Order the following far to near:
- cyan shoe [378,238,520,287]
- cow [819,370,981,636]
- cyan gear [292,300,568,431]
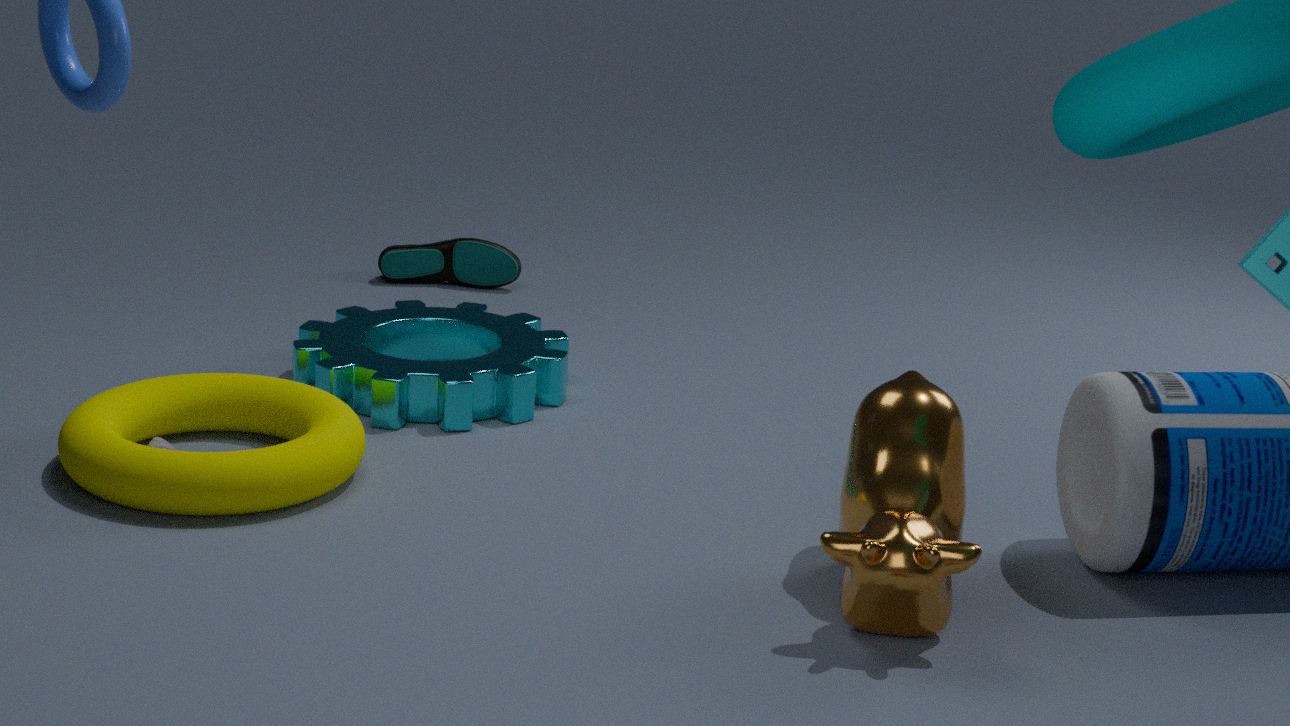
cyan shoe [378,238,520,287], cyan gear [292,300,568,431], cow [819,370,981,636]
